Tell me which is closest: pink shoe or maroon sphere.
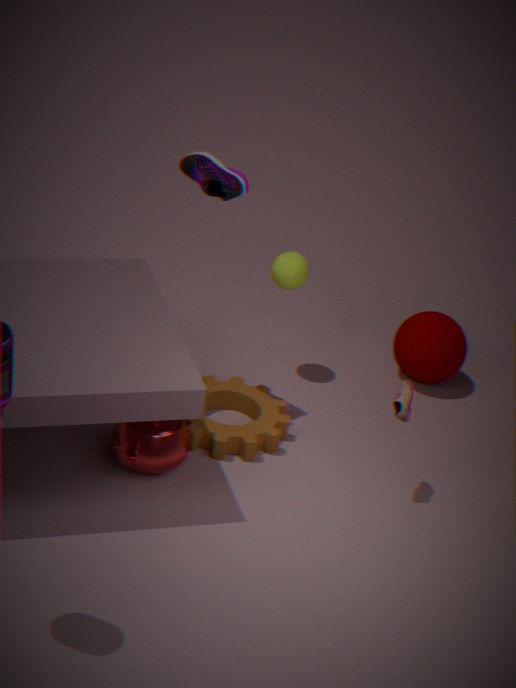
pink shoe
